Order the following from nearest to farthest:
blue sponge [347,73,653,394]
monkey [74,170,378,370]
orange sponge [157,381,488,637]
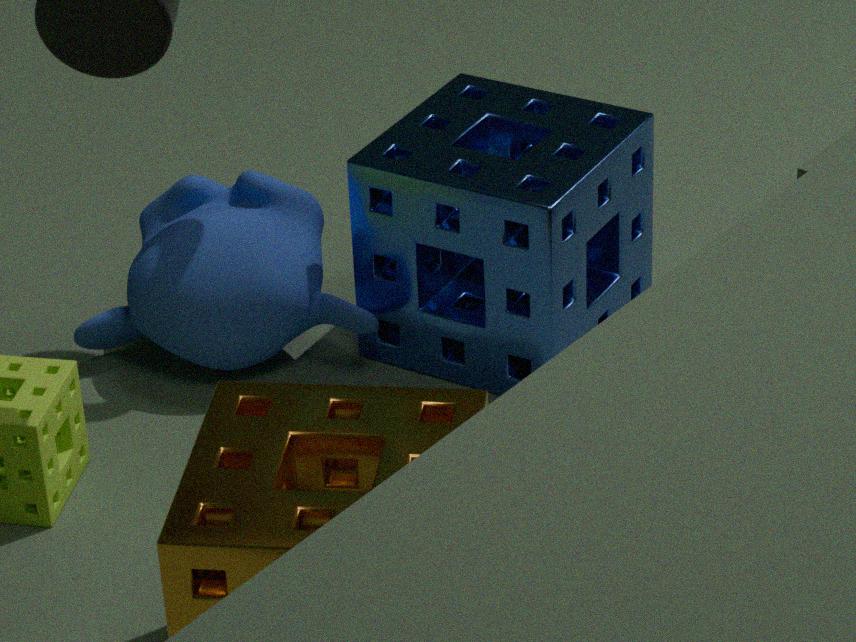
orange sponge [157,381,488,637]
blue sponge [347,73,653,394]
monkey [74,170,378,370]
